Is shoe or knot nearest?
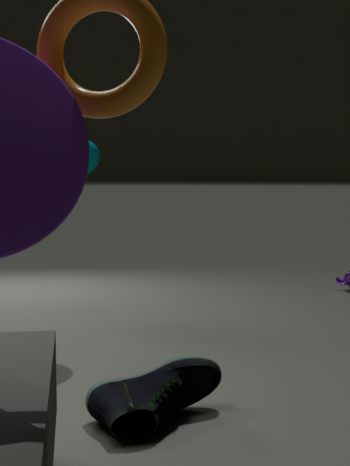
shoe
